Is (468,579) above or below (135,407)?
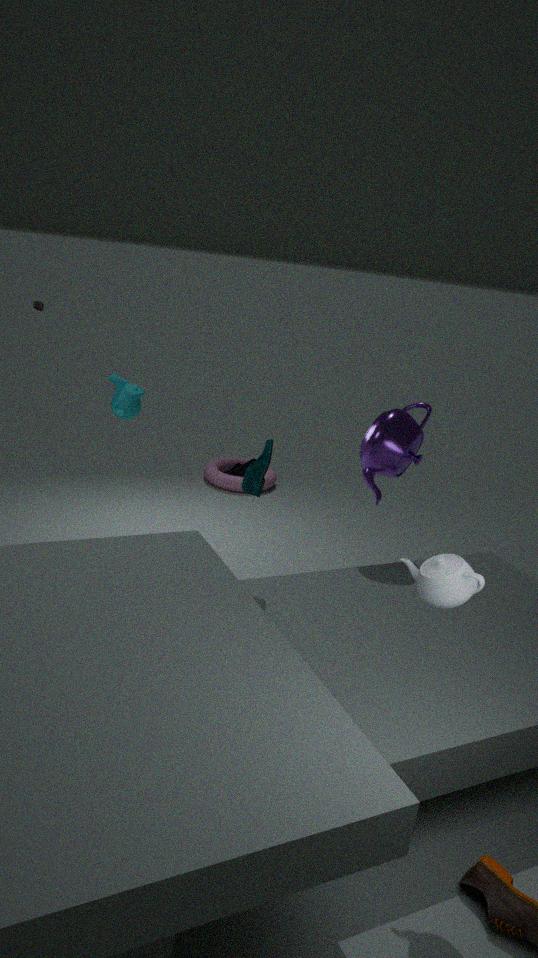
below
